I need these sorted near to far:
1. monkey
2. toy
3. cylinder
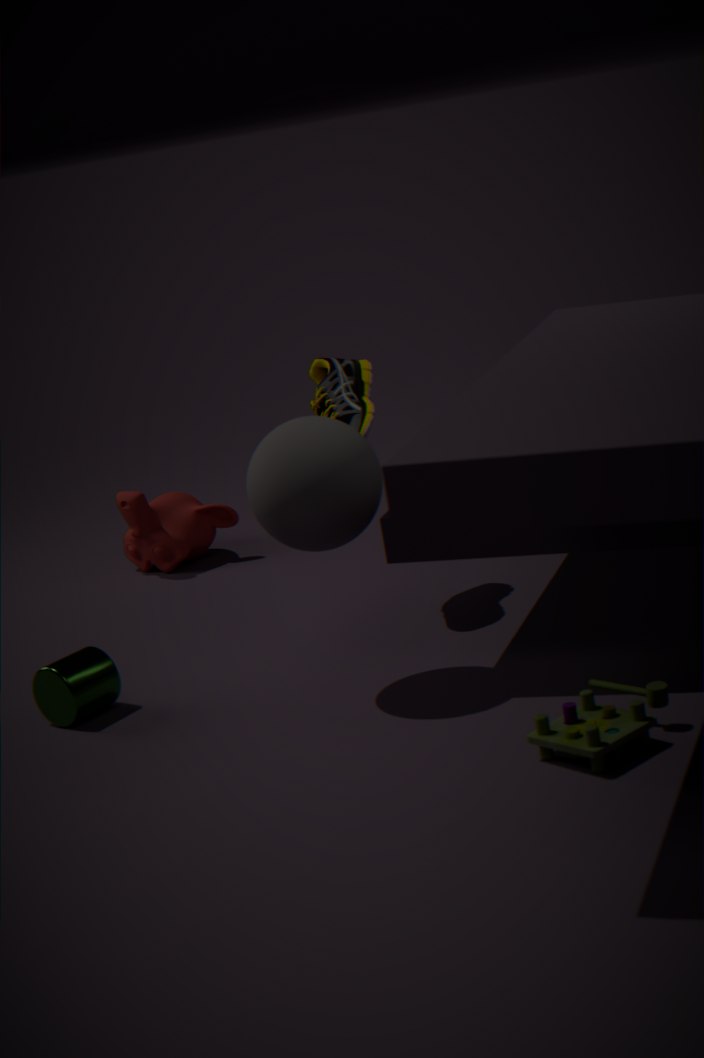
toy, cylinder, monkey
